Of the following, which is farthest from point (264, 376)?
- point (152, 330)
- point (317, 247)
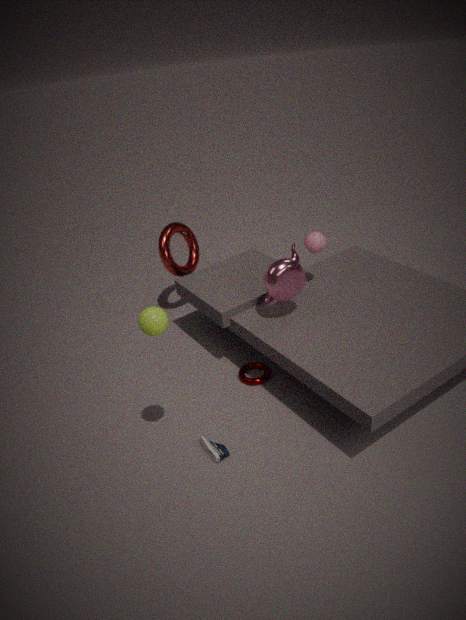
point (152, 330)
